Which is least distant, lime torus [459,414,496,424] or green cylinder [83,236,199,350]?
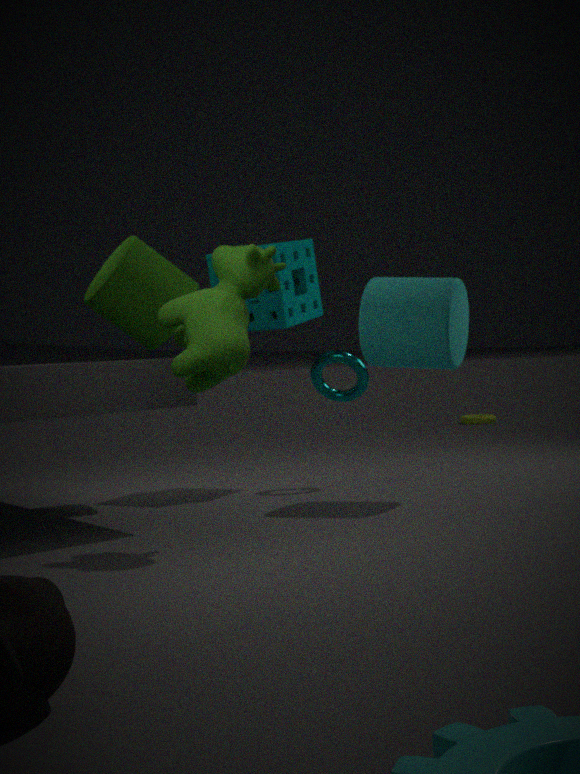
green cylinder [83,236,199,350]
